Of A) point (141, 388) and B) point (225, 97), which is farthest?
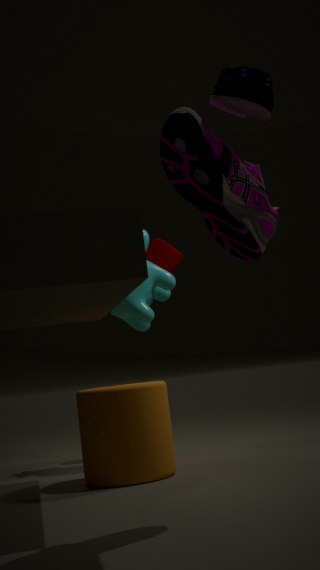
A. point (141, 388)
